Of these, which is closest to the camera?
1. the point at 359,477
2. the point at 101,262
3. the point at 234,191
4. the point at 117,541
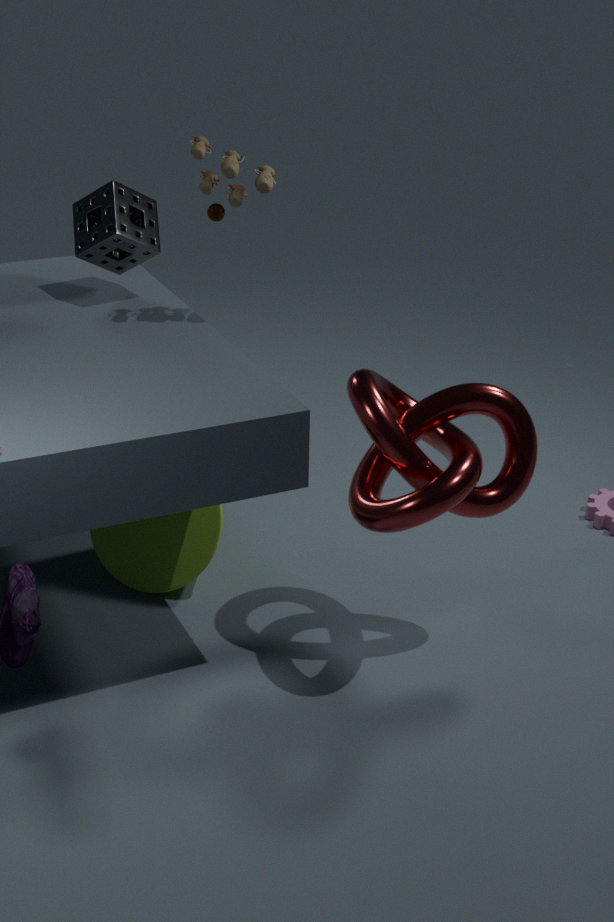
the point at 359,477
